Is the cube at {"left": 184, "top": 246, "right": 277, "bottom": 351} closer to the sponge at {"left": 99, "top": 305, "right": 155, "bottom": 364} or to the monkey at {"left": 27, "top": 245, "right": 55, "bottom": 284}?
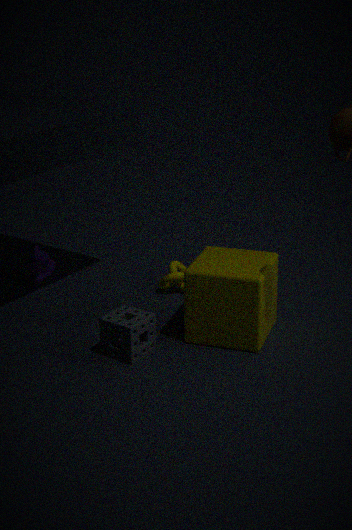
the sponge at {"left": 99, "top": 305, "right": 155, "bottom": 364}
